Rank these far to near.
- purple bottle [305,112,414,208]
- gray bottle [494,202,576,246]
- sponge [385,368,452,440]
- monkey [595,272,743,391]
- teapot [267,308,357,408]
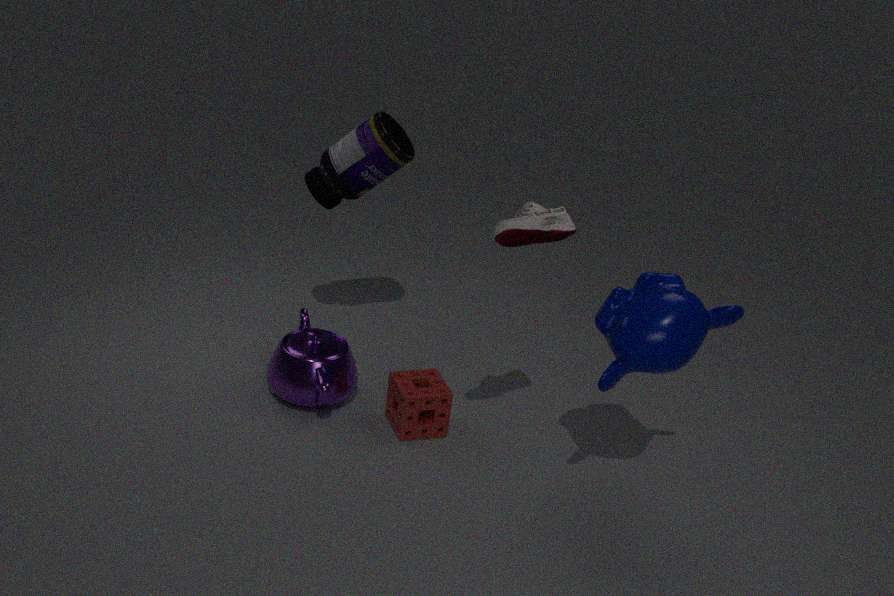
purple bottle [305,112,414,208] < teapot [267,308,357,408] < sponge [385,368,452,440] < monkey [595,272,743,391] < gray bottle [494,202,576,246]
